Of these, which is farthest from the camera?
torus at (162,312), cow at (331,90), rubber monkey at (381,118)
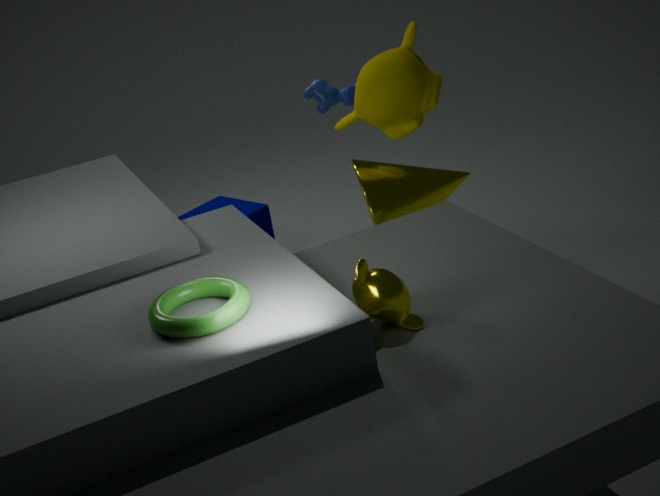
cow at (331,90)
